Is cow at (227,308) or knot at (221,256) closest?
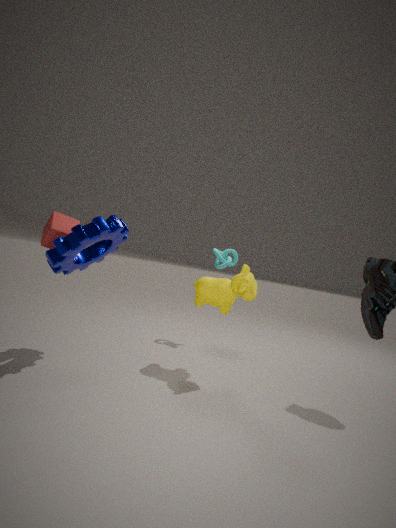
cow at (227,308)
